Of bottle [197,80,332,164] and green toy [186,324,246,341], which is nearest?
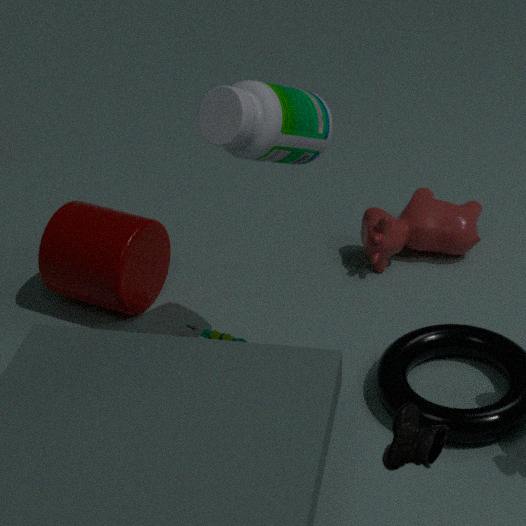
bottle [197,80,332,164]
